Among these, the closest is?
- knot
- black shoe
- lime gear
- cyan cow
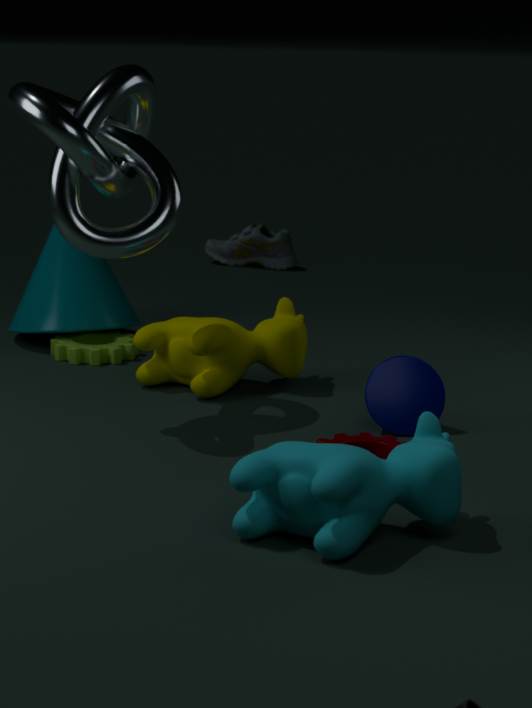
cyan cow
